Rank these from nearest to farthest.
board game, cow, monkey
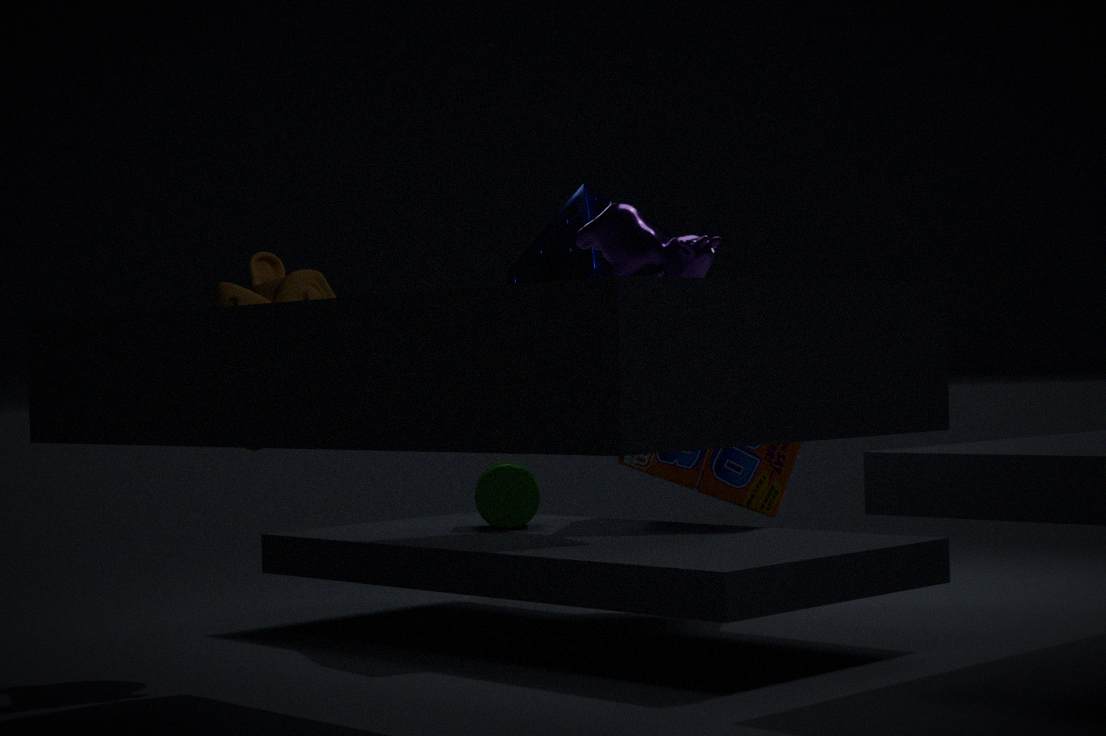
cow → monkey → board game
